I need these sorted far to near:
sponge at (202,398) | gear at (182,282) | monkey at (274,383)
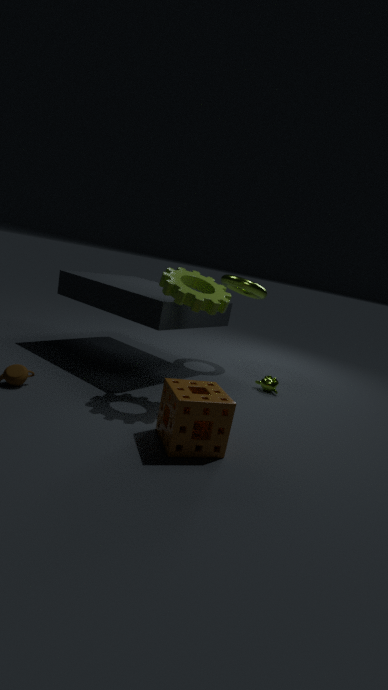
1. monkey at (274,383)
2. gear at (182,282)
3. sponge at (202,398)
